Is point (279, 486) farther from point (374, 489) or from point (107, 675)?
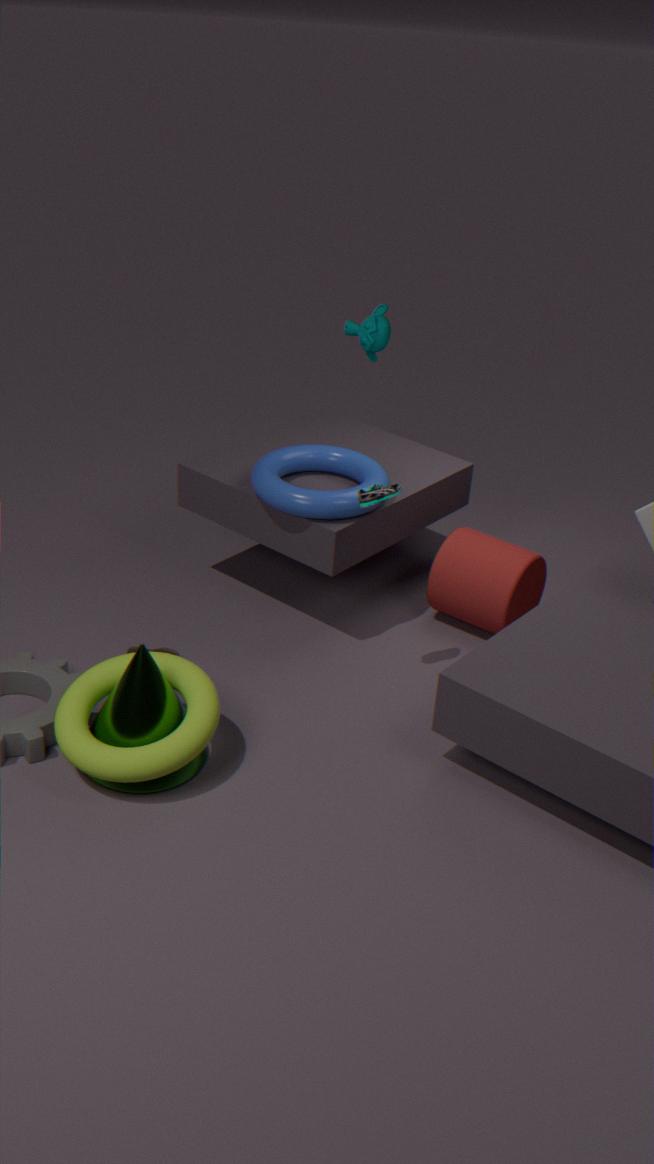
point (107, 675)
